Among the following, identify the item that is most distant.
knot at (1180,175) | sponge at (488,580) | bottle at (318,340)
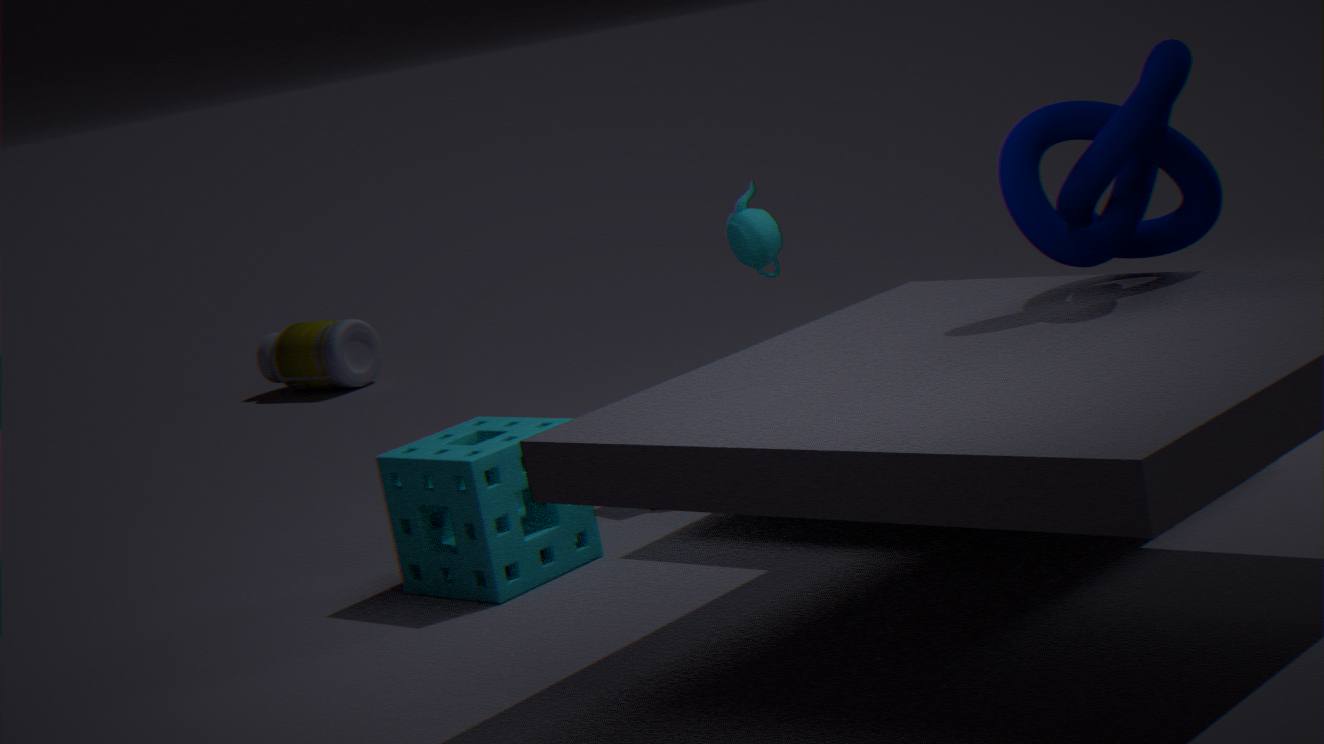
bottle at (318,340)
